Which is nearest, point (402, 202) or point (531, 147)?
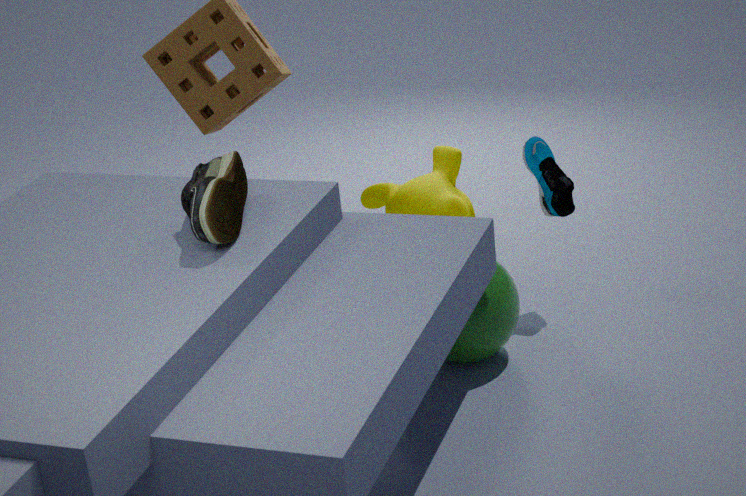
point (531, 147)
